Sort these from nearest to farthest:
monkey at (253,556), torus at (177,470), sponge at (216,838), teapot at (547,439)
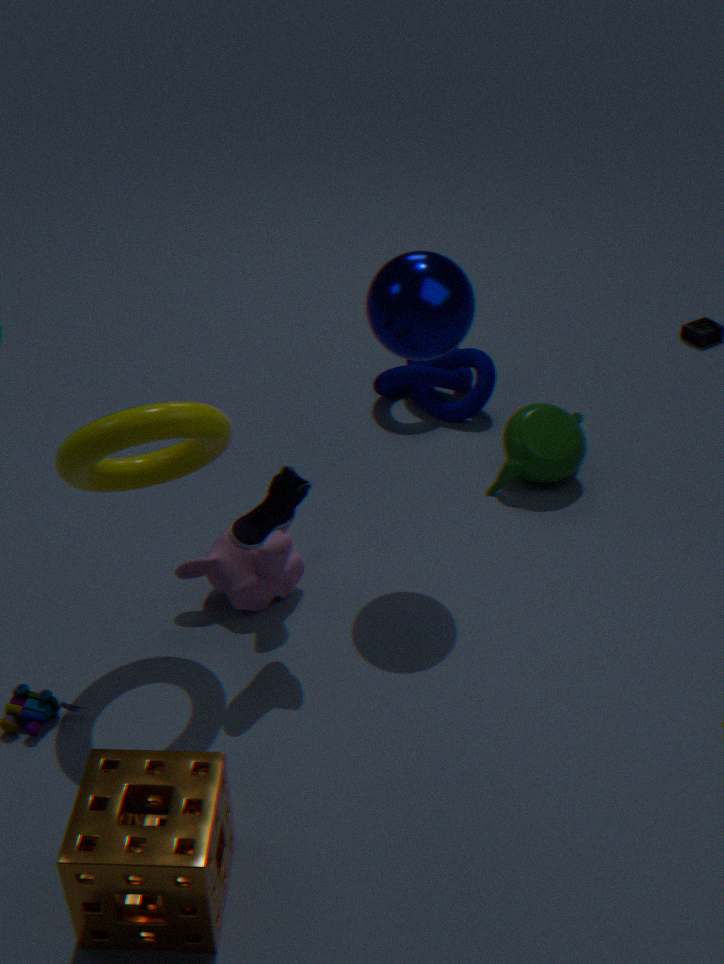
sponge at (216,838)
torus at (177,470)
monkey at (253,556)
teapot at (547,439)
